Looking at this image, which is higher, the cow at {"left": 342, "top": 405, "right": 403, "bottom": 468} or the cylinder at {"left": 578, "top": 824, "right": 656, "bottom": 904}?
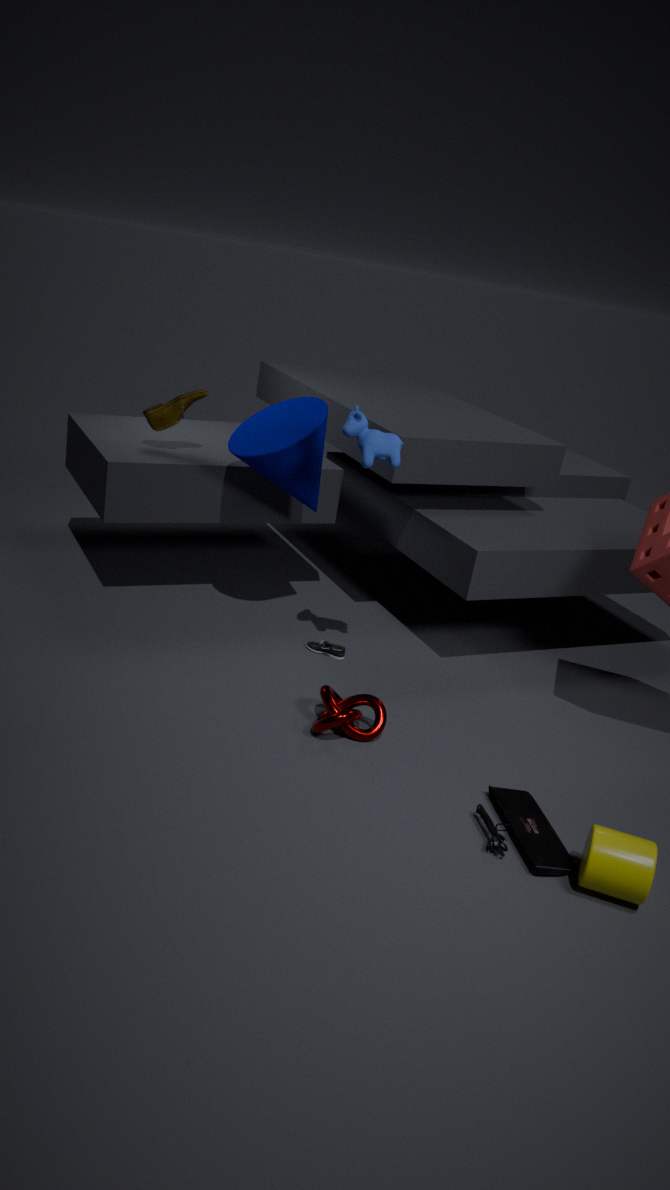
the cow at {"left": 342, "top": 405, "right": 403, "bottom": 468}
